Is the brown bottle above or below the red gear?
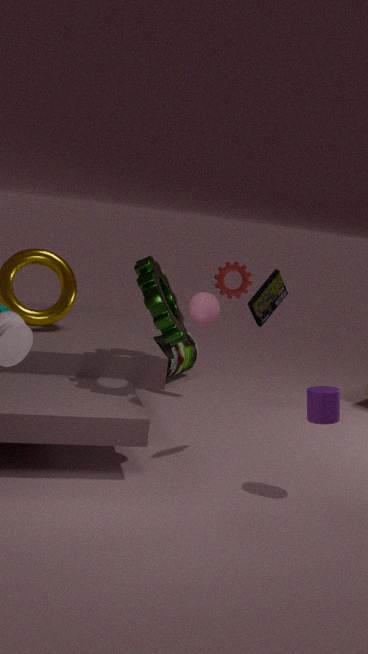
below
